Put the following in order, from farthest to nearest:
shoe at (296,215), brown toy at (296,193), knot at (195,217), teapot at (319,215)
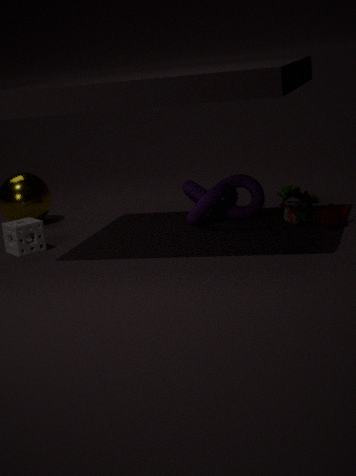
brown toy at (296,193)
knot at (195,217)
shoe at (296,215)
teapot at (319,215)
